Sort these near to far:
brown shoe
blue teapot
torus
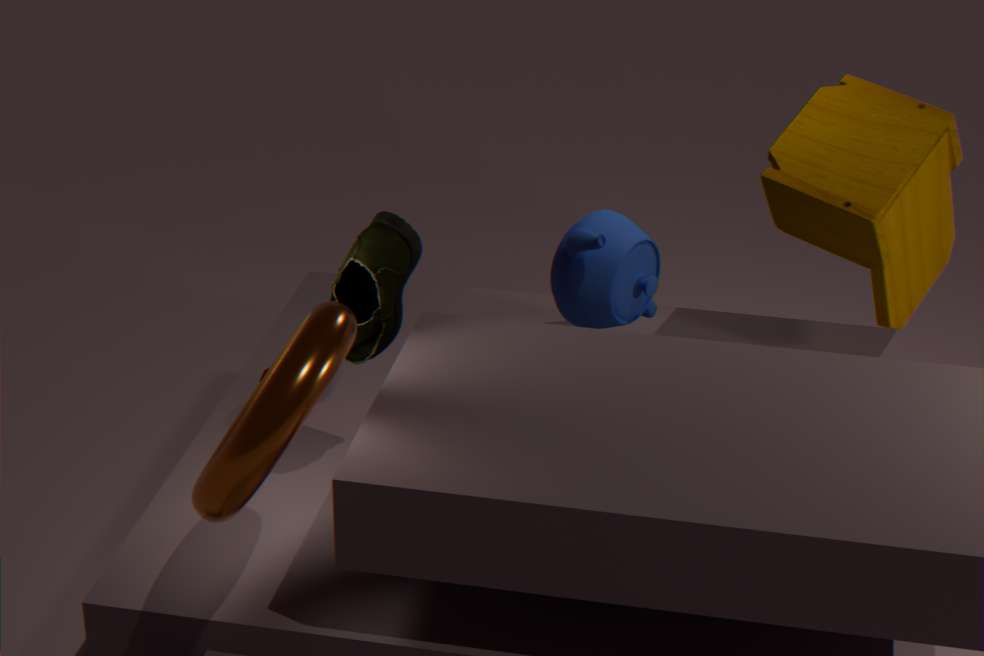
torus → brown shoe → blue teapot
